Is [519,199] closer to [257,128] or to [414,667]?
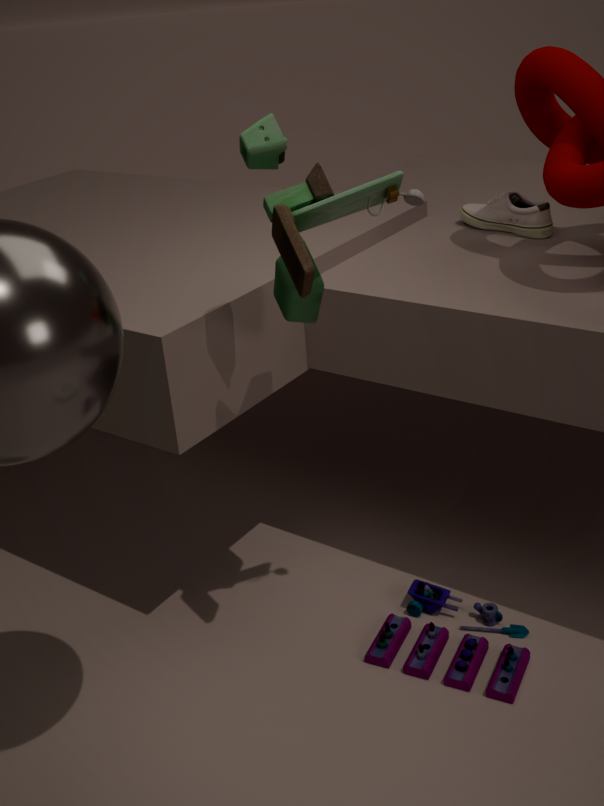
[257,128]
